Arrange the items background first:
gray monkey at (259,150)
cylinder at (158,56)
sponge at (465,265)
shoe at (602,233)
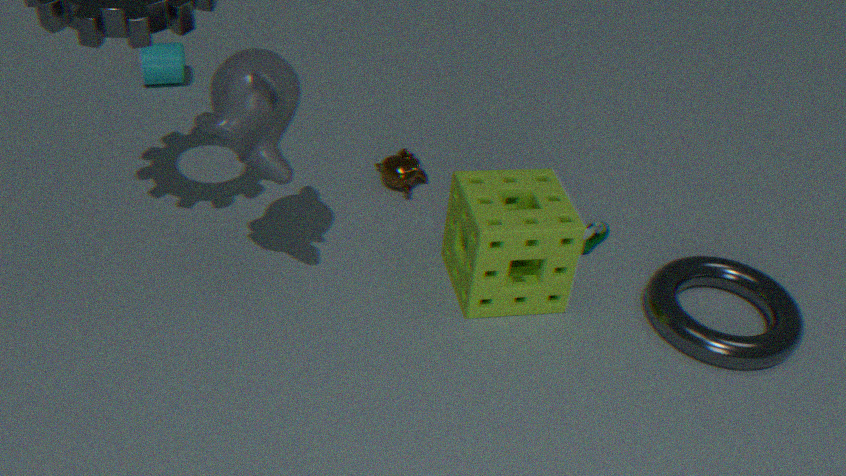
cylinder at (158,56)
shoe at (602,233)
sponge at (465,265)
gray monkey at (259,150)
